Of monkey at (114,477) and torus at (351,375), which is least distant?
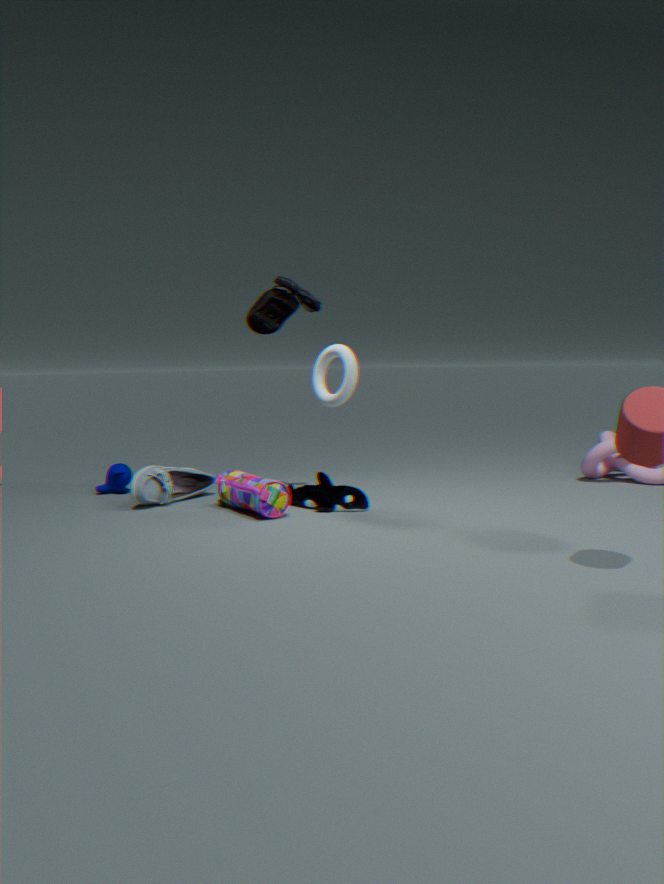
torus at (351,375)
